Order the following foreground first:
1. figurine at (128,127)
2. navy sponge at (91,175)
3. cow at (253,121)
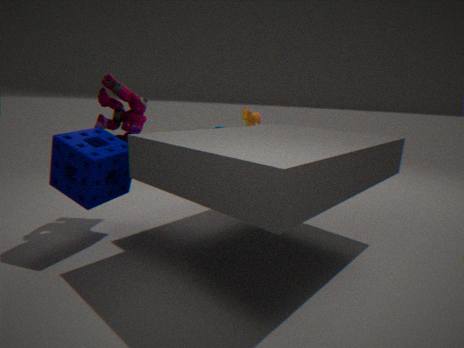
navy sponge at (91,175)
figurine at (128,127)
cow at (253,121)
